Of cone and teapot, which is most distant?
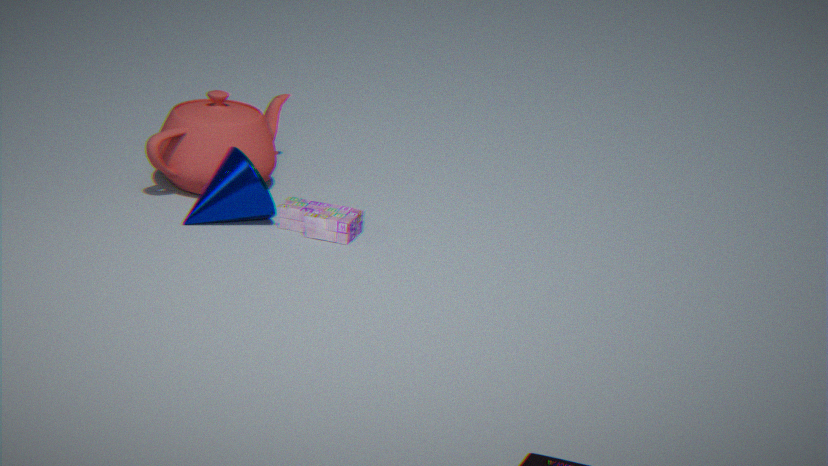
teapot
